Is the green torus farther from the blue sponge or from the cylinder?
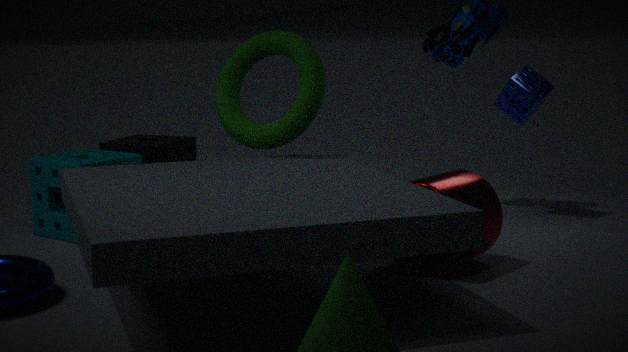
the blue sponge
